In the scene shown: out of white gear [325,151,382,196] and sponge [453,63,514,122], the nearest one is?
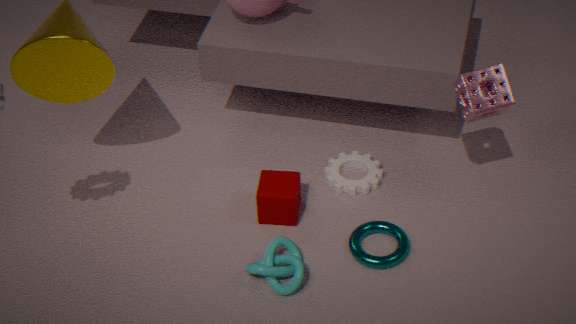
sponge [453,63,514,122]
